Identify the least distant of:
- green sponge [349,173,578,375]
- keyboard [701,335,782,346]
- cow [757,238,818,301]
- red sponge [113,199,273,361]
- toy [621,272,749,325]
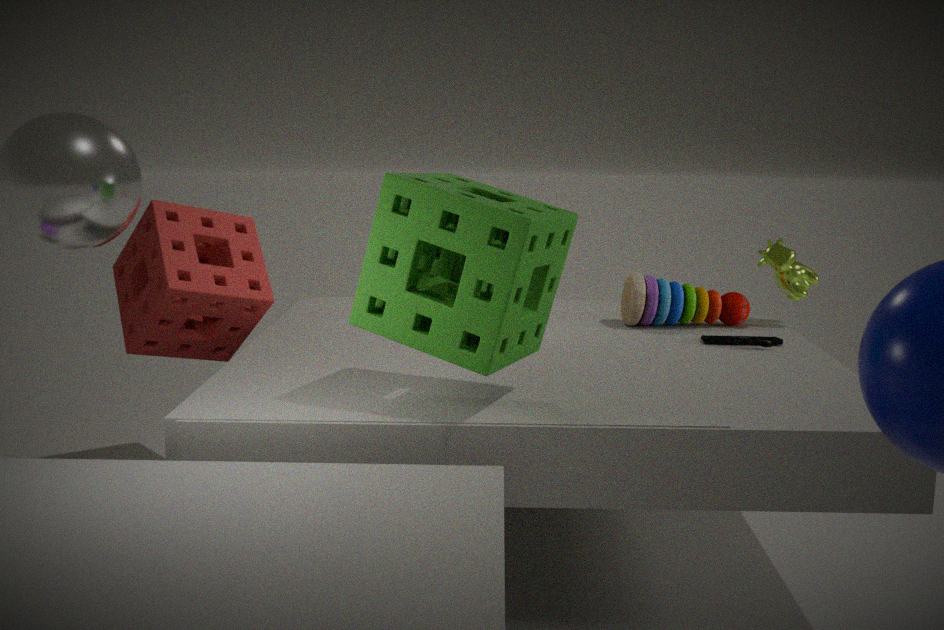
green sponge [349,173,578,375]
